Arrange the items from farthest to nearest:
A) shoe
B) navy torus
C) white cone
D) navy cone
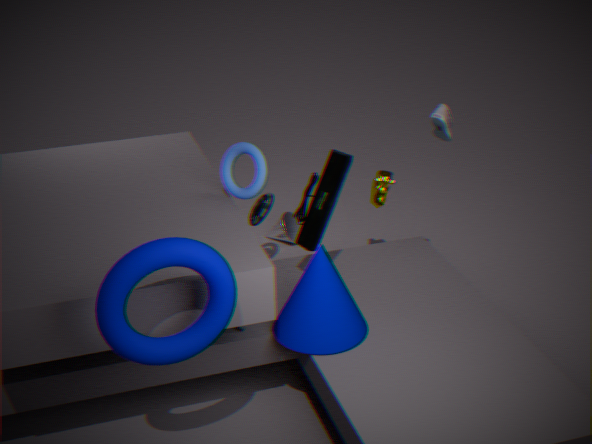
1. white cone
2. shoe
3. navy cone
4. navy torus
